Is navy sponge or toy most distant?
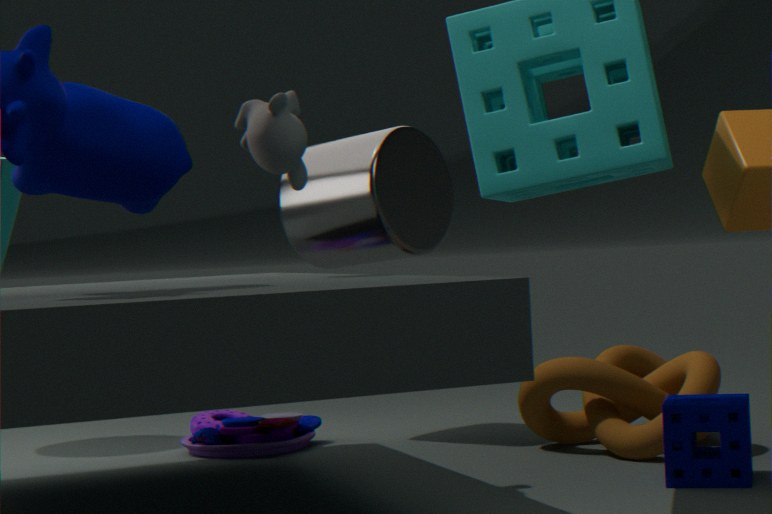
toy
